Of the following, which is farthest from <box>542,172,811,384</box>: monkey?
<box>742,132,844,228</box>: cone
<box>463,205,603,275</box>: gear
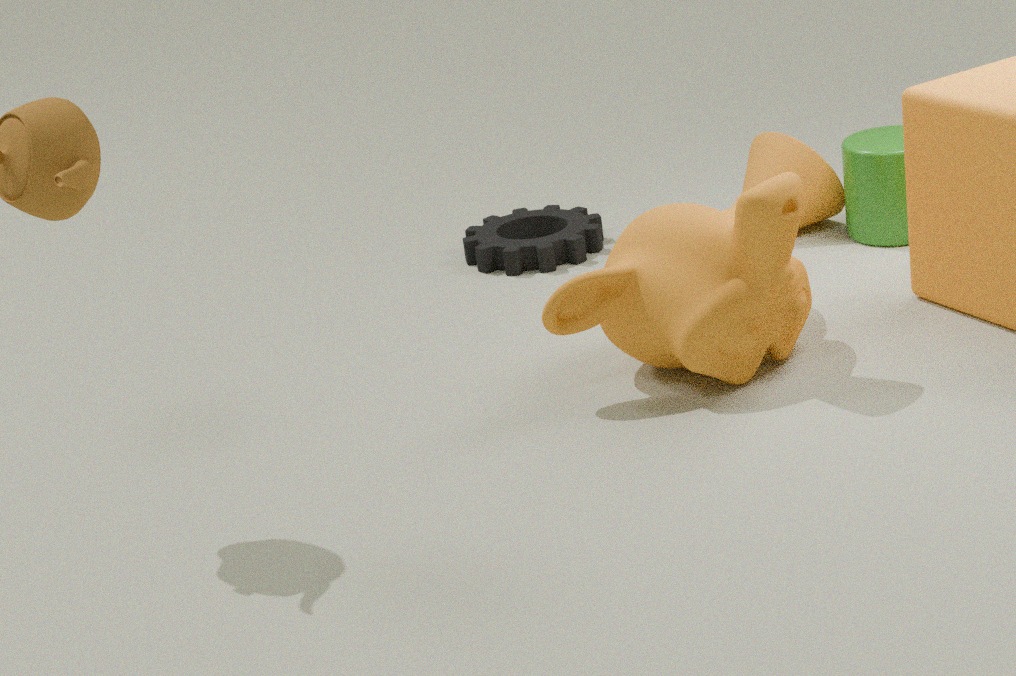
<box>463,205,603,275</box>: gear
